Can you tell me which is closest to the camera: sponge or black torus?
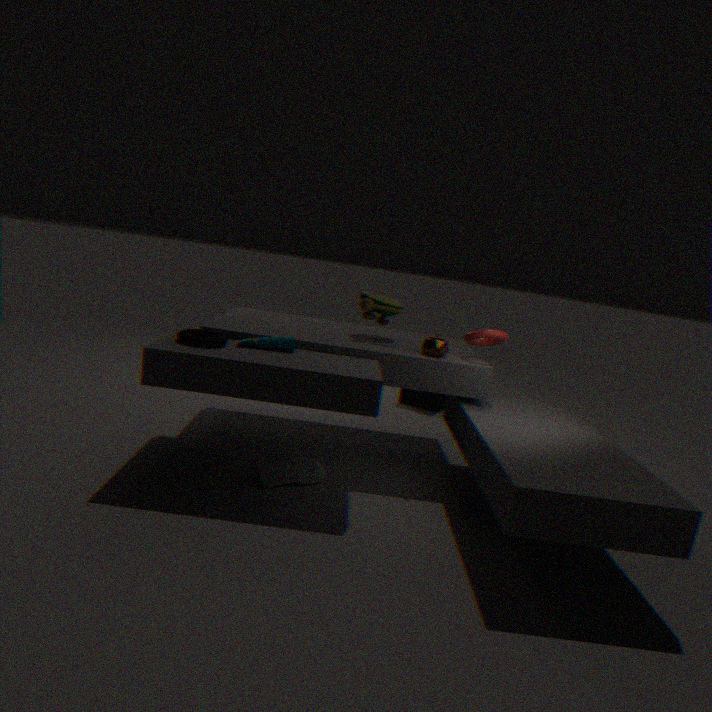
black torus
